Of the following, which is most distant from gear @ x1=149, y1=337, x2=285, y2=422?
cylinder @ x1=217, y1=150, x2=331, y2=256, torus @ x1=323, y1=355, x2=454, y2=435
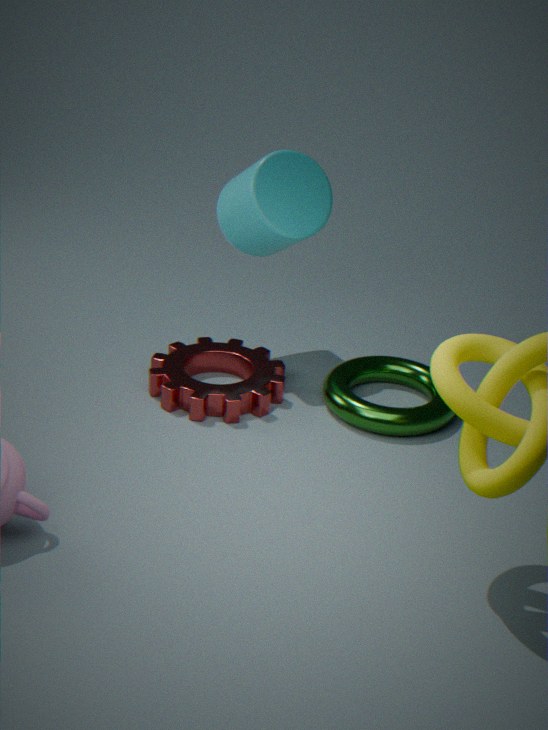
cylinder @ x1=217, y1=150, x2=331, y2=256
